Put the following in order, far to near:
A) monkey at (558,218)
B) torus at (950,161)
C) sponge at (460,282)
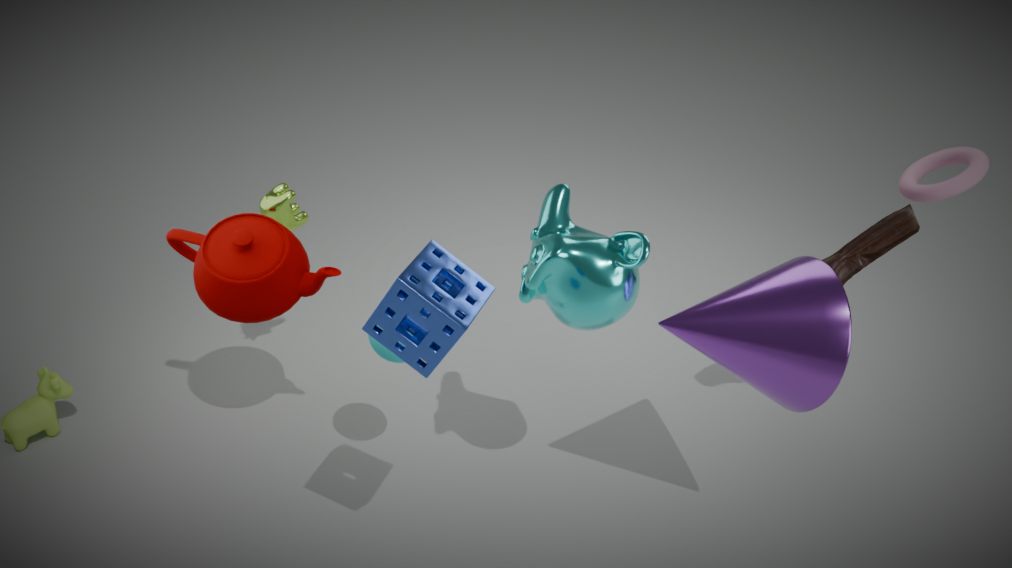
torus at (950,161) → monkey at (558,218) → sponge at (460,282)
